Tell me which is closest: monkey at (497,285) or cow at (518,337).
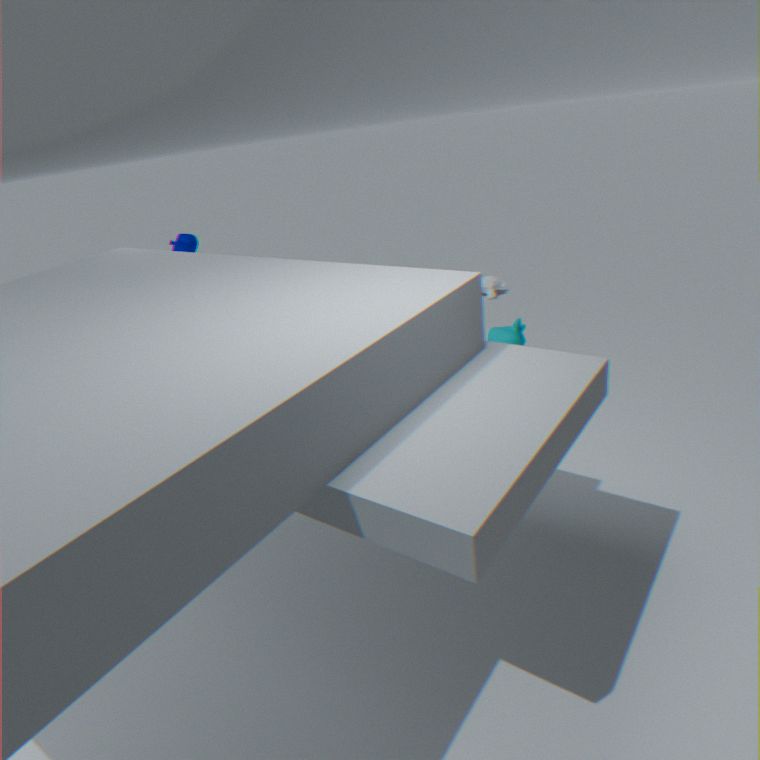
cow at (518,337)
